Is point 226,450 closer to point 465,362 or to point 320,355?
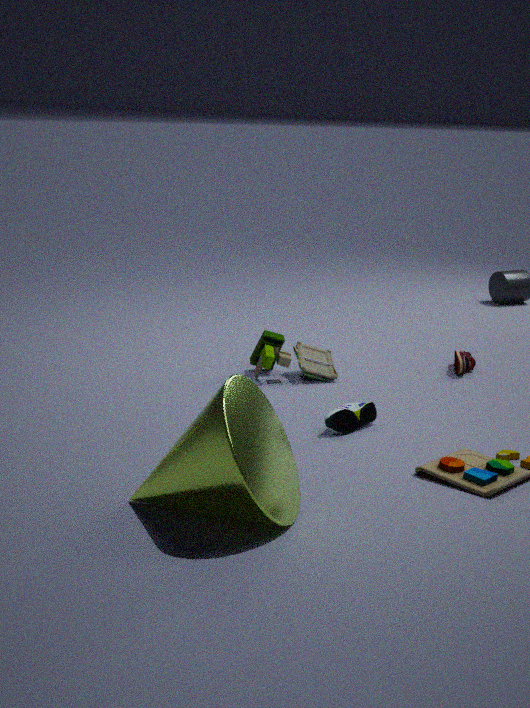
point 320,355
